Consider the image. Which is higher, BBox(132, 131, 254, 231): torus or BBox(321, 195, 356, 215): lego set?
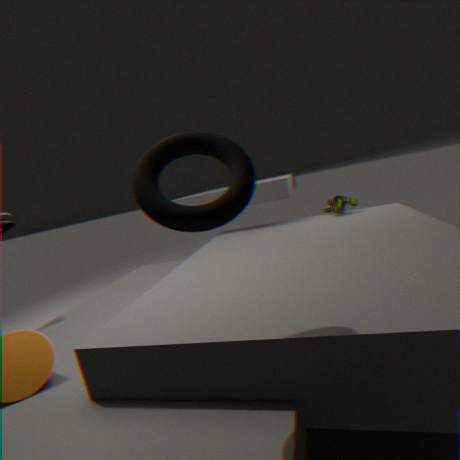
BBox(132, 131, 254, 231): torus
